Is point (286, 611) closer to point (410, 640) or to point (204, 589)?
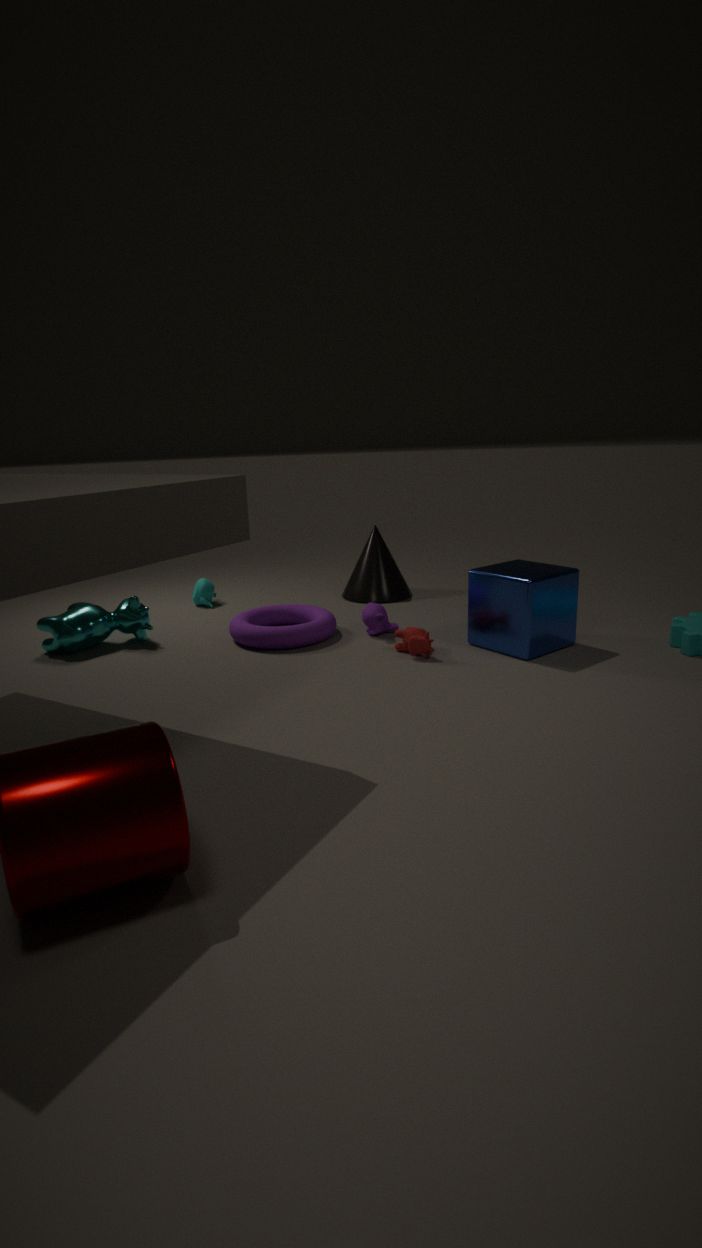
point (410, 640)
